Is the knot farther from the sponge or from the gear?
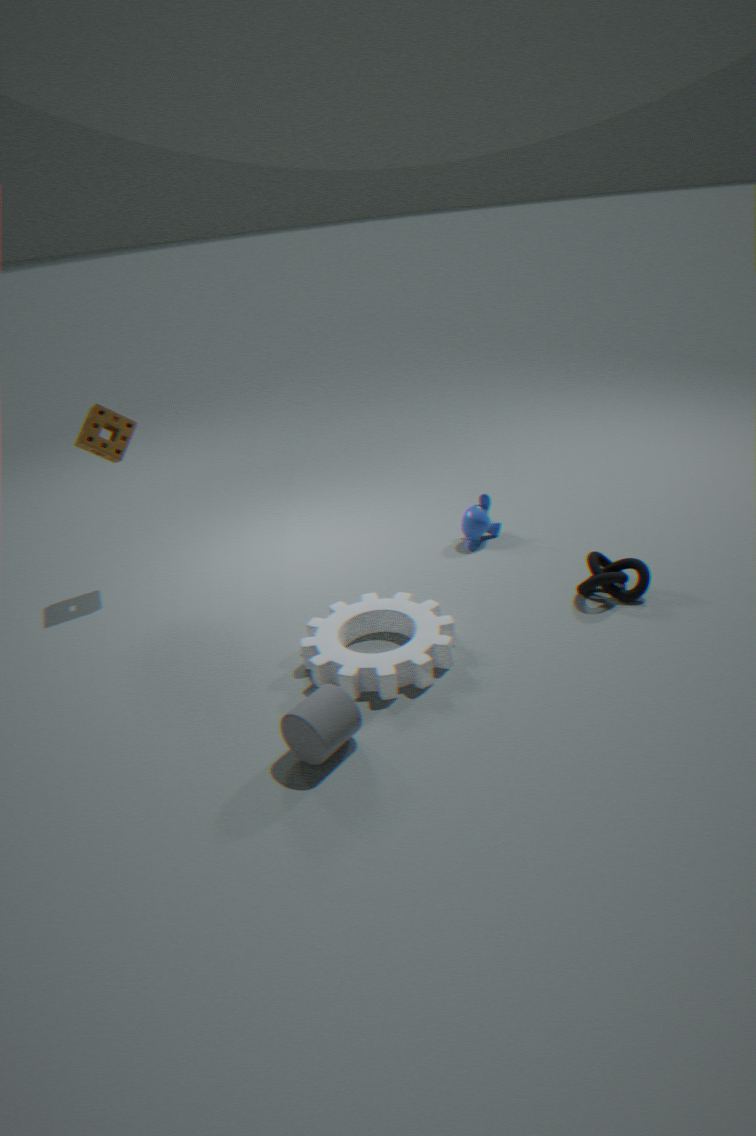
the sponge
